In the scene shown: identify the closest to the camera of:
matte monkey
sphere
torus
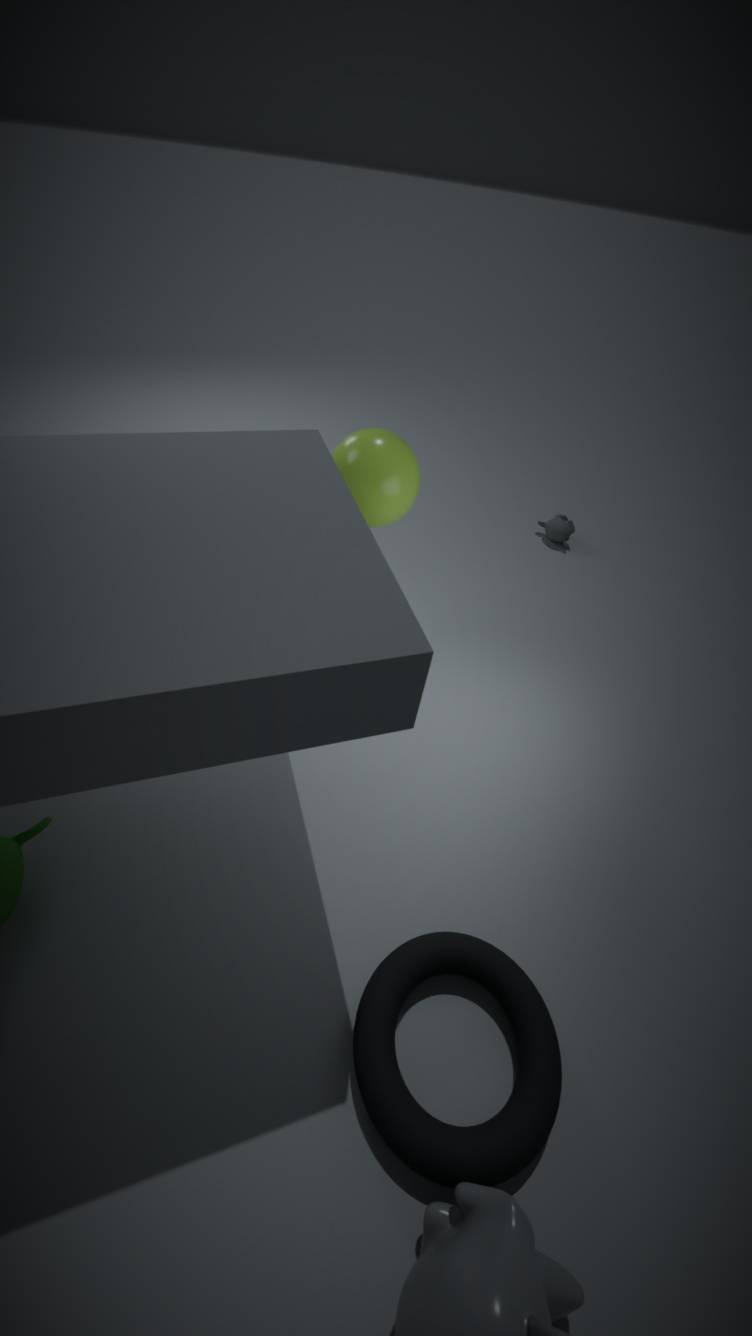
torus
